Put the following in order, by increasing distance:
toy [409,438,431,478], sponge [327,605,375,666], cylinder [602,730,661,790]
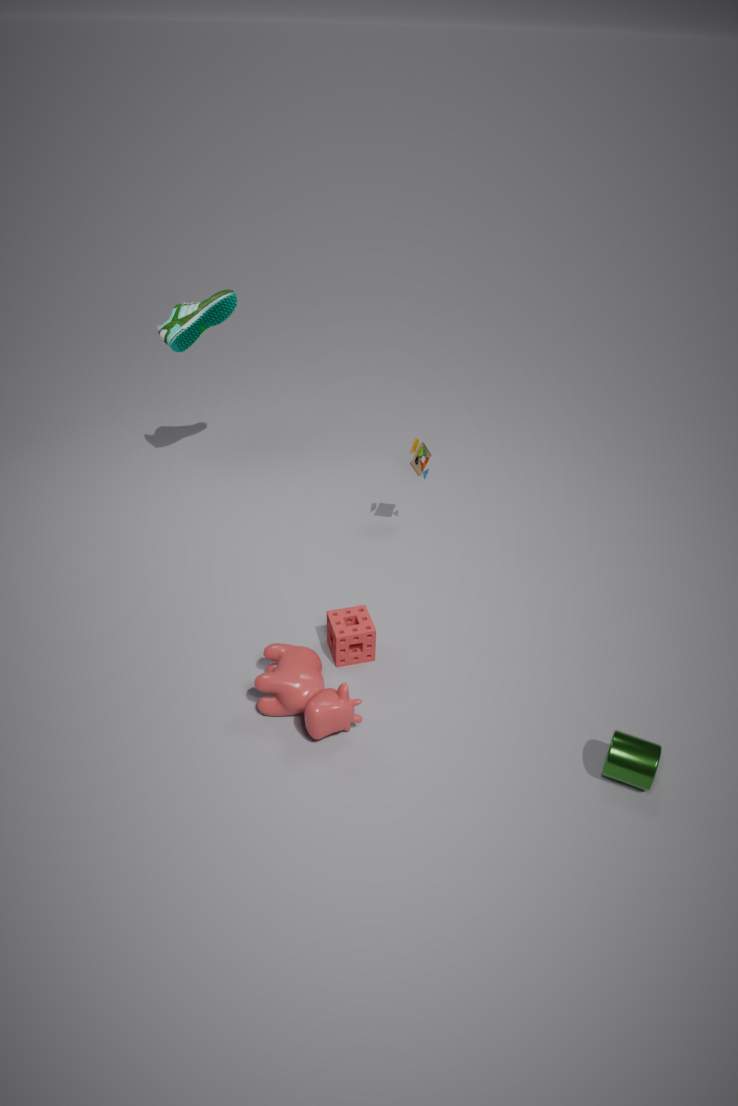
1. cylinder [602,730,661,790]
2. sponge [327,605,375,666]
3. toy [409,438,431,478]
